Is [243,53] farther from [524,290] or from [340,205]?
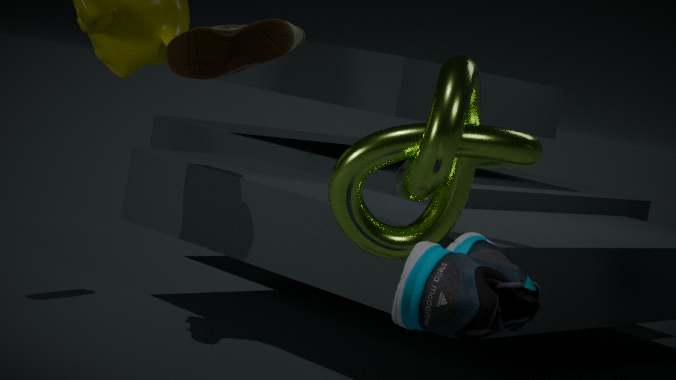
[524,290]
